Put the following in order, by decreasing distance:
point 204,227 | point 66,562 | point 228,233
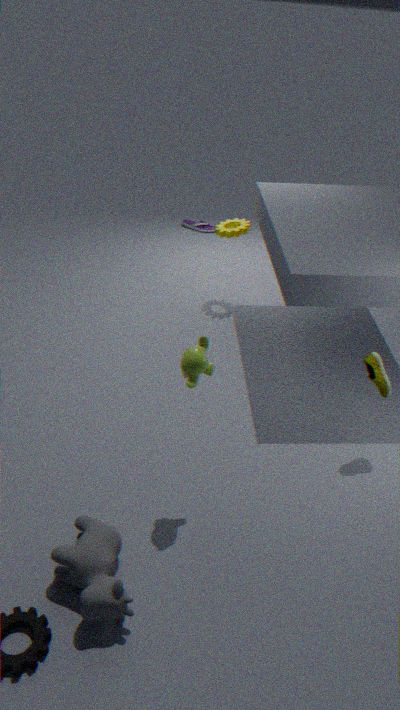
point 204,227 → point 228,233 → point 66,562
